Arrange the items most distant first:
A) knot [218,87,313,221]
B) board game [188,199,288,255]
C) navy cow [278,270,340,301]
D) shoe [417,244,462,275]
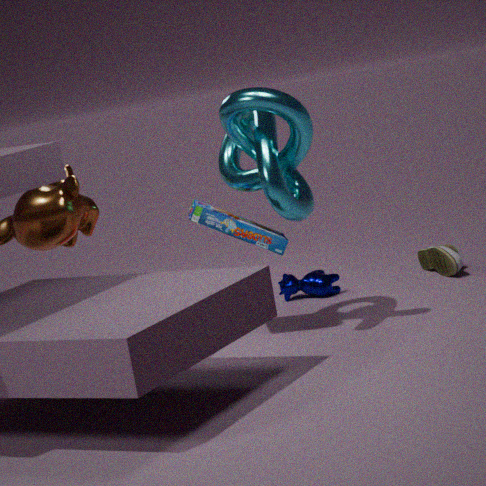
navy cow [278,270,340,301] < shoe [417,244,462,275] < board game [188,199,288,255] < knot [218,87,313,221]
